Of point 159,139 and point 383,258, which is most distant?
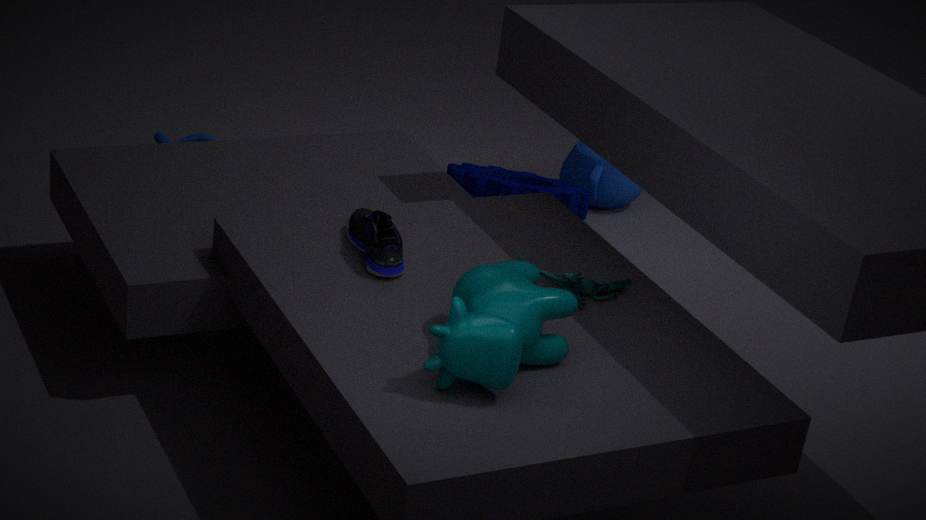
point 159,139
